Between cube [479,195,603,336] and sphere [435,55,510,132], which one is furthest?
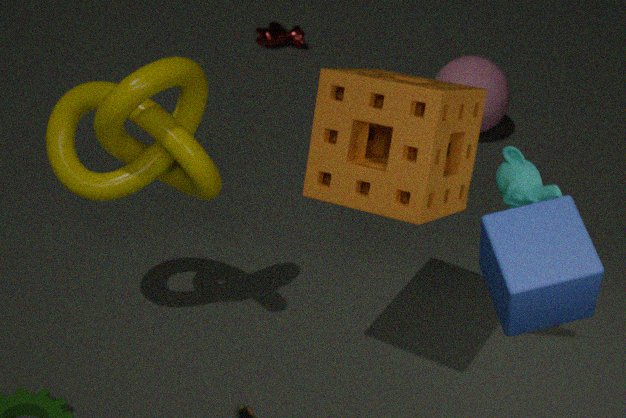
sphere [435,55,510,132]
